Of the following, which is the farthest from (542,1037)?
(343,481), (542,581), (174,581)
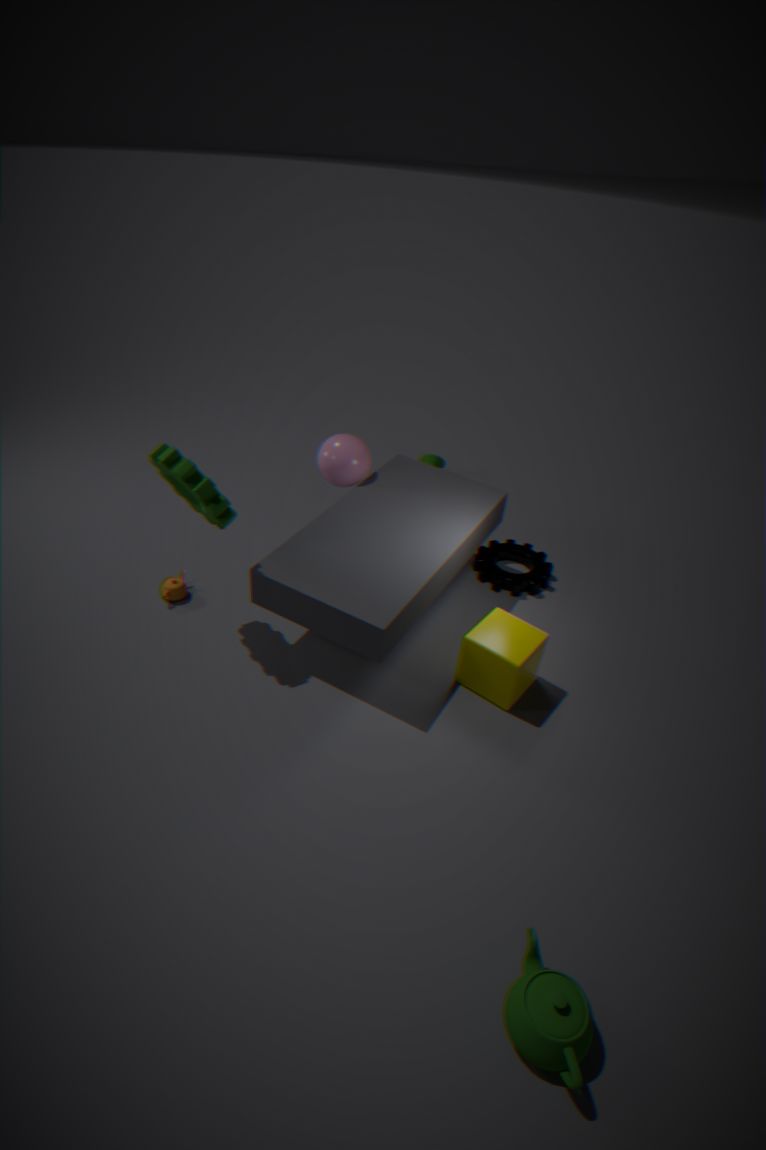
(343,481)
